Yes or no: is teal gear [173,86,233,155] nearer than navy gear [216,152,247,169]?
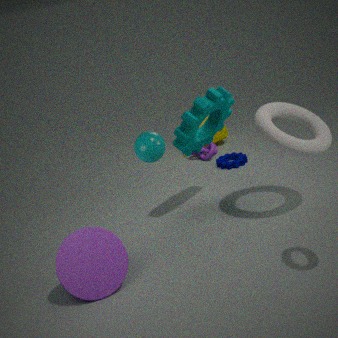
Yes
